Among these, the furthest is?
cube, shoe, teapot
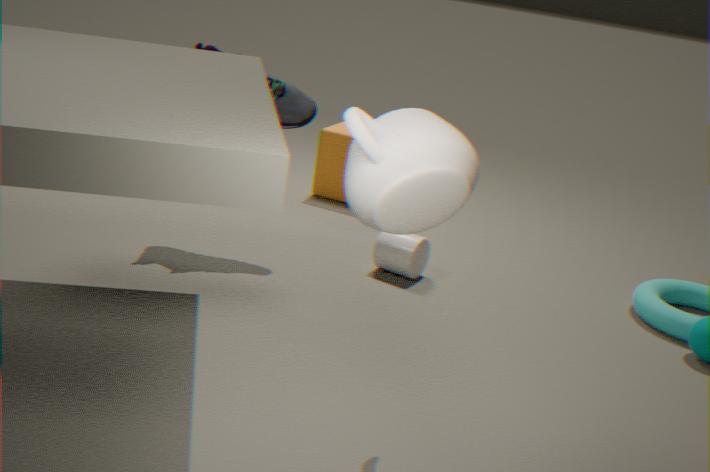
cube
